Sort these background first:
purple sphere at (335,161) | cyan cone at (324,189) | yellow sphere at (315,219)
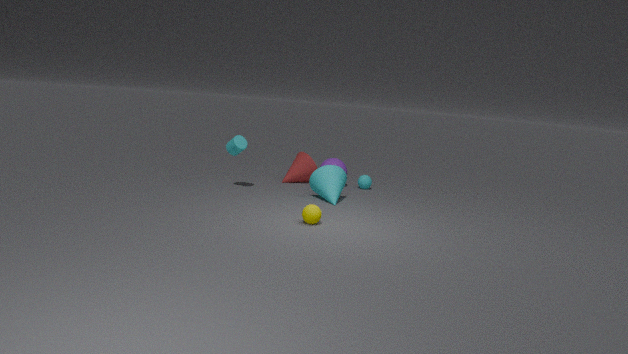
purple sphere at (335,161)
cyan cone at (324,189)
yellow sphere at (315,219)
